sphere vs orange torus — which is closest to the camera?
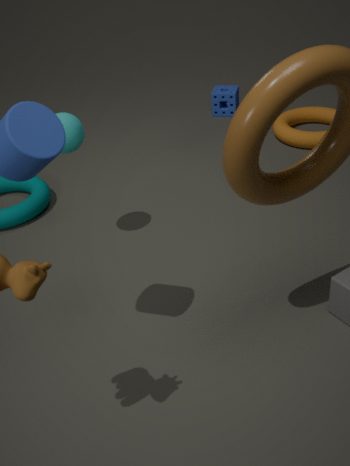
sphere
